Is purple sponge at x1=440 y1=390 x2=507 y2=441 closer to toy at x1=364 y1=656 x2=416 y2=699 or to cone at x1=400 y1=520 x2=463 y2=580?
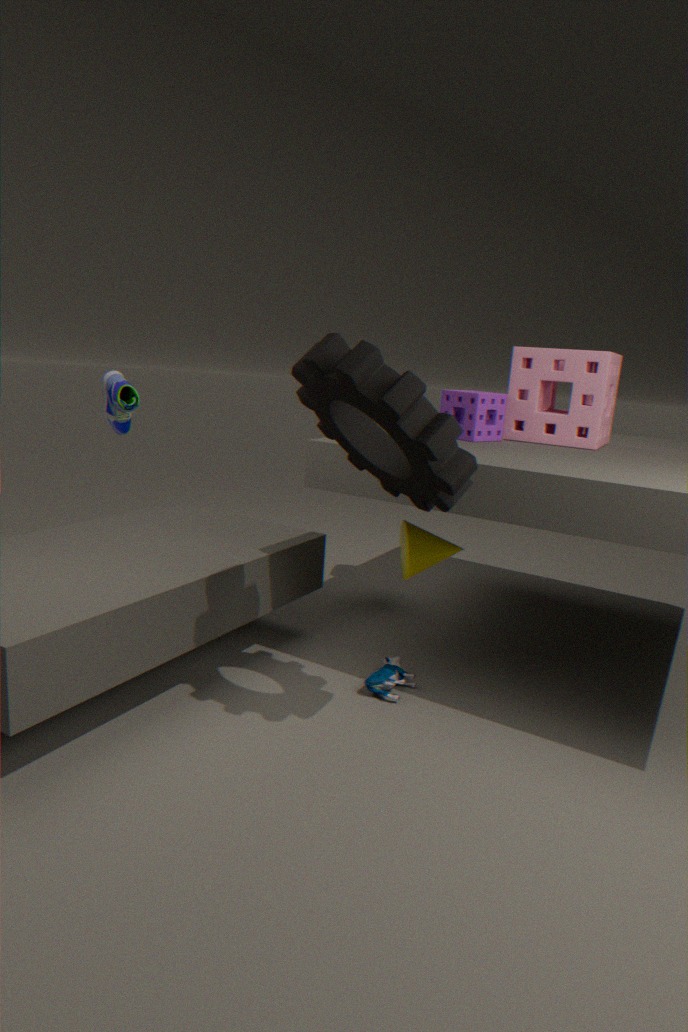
cone at x1=400 y1=520 x2=463 y2=580
